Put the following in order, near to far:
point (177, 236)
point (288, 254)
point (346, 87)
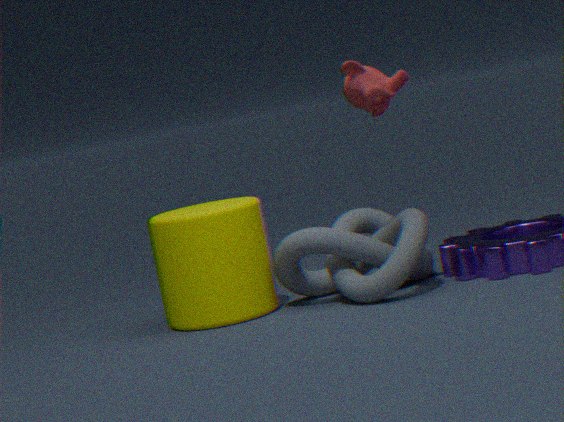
point (346, 87)
point (177, 236)
point (288, 254)
